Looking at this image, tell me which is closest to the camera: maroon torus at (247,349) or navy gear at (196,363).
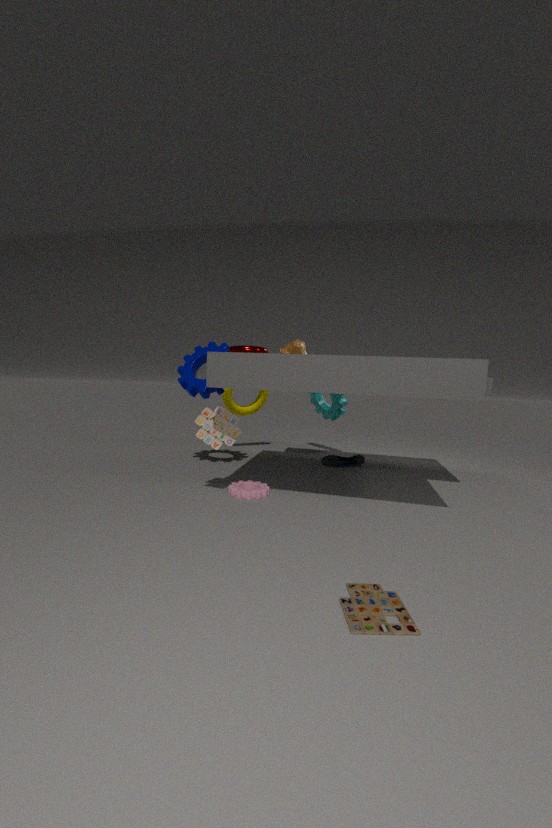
maroon torus at (247,349)
